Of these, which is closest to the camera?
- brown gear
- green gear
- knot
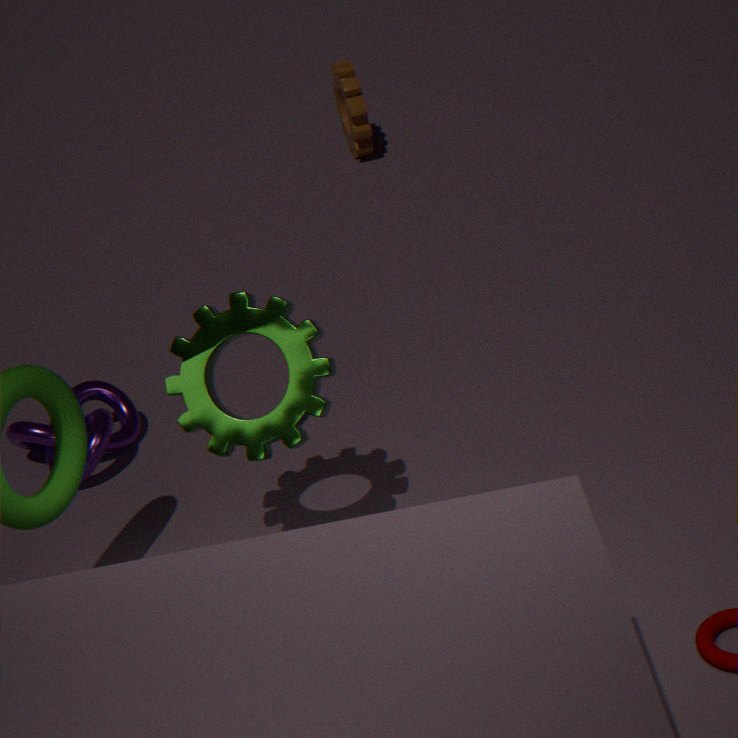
green gear
